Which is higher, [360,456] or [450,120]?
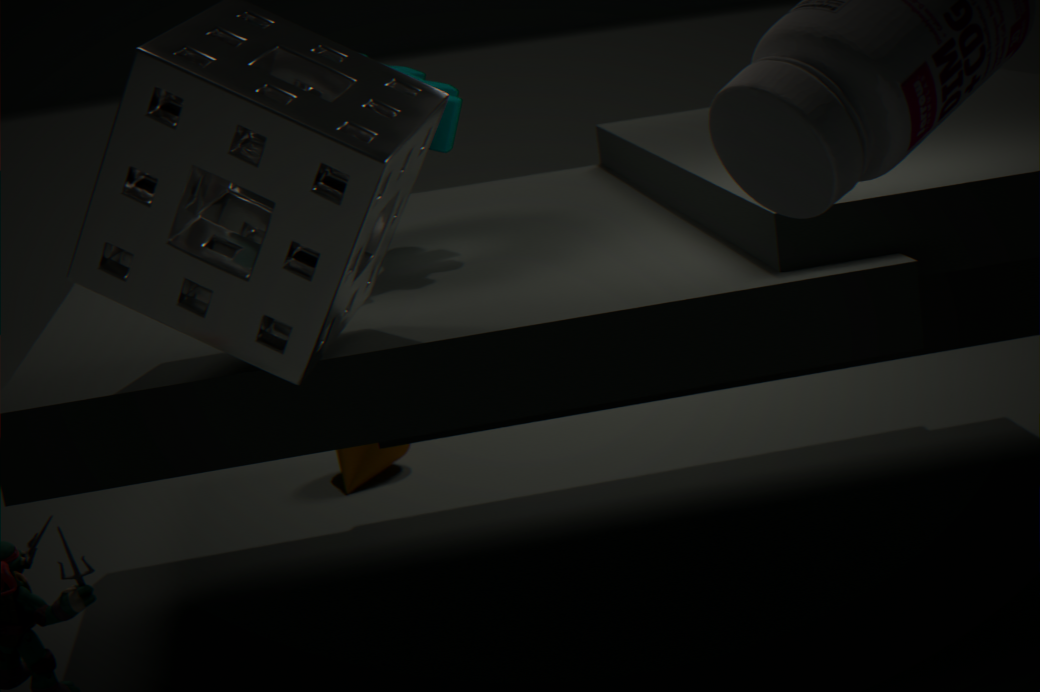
[450,120]
